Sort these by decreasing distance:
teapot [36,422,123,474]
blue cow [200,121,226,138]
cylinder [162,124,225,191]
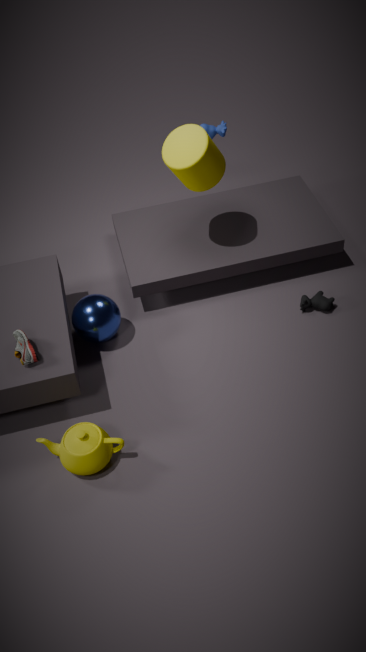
blue cow [200,121,226,138] < cylinder [162,124,225,191] < teapot [36,422,123,474]
